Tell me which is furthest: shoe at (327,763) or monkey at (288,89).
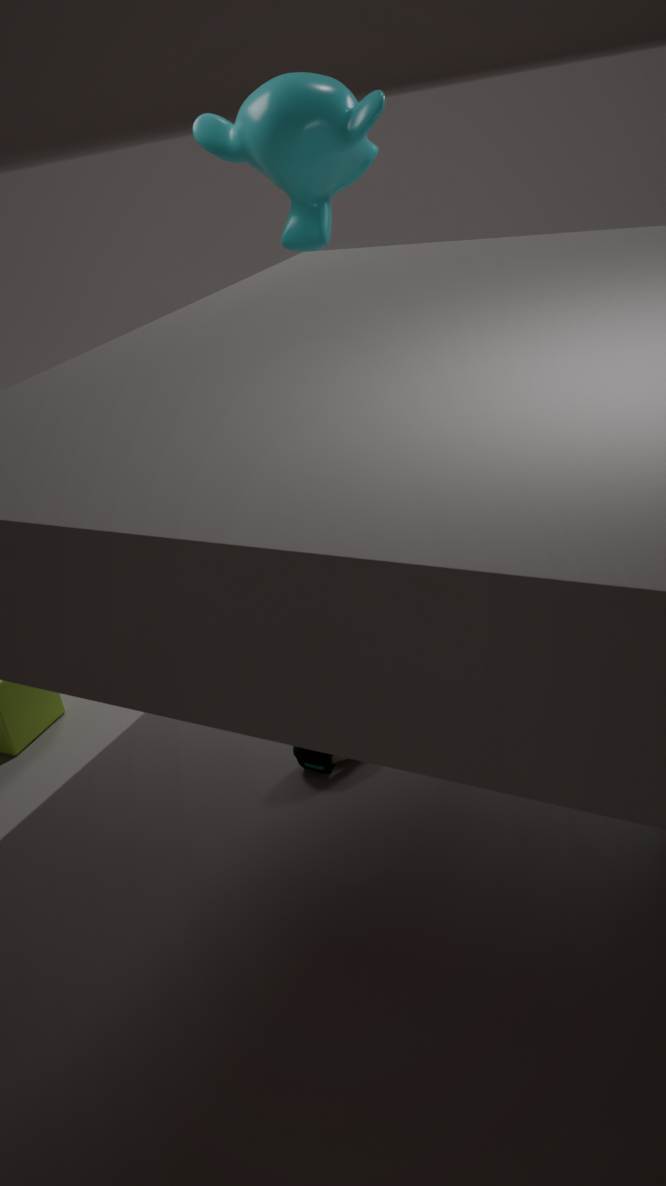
monkey at (288,89)
